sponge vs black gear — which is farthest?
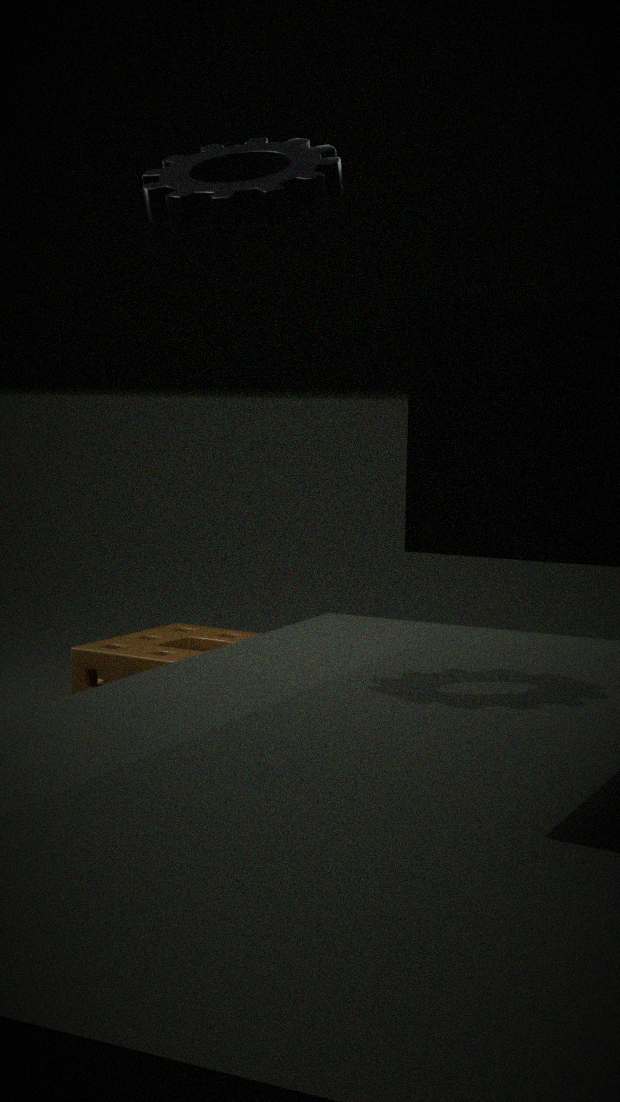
Answer: sponge
